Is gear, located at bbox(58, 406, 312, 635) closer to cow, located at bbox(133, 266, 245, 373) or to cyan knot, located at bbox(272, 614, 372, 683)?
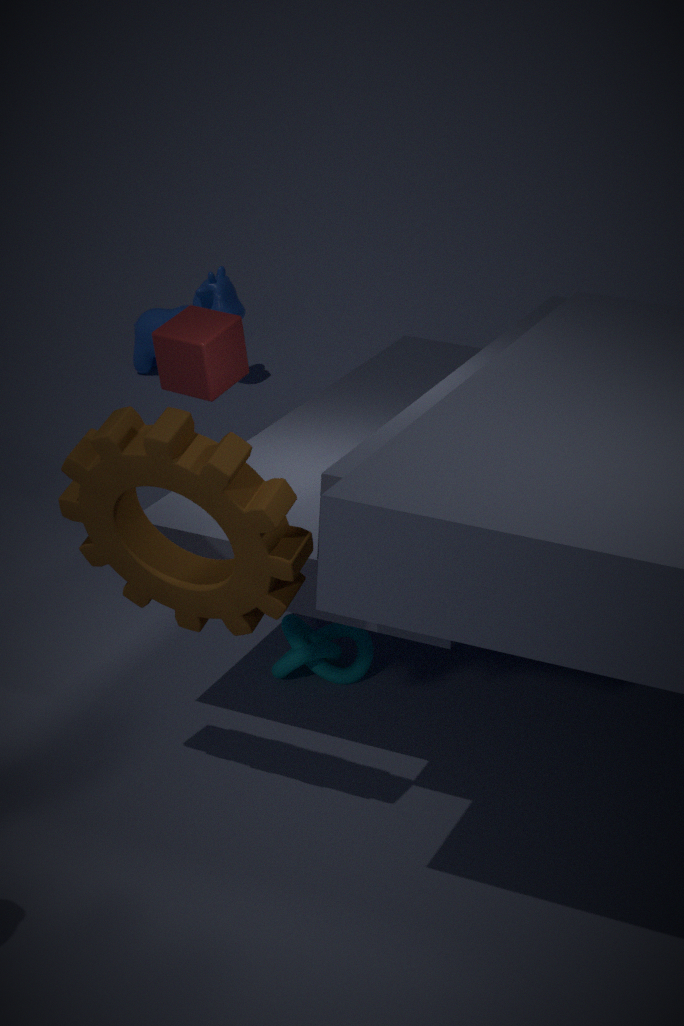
cyan knot, located at bbox(272, 614, 372, 683)
